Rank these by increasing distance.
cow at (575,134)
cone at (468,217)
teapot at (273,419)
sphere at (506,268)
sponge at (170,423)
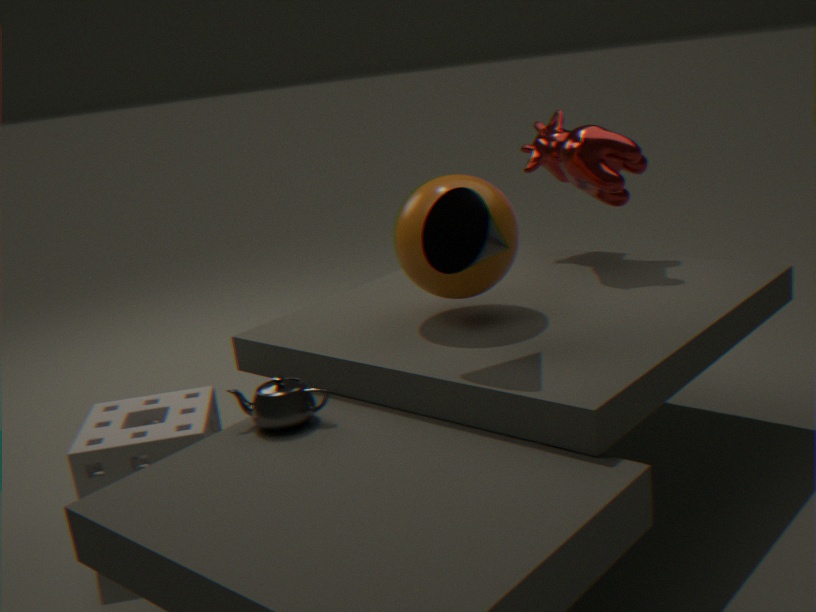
cone at (468,217) → teapot at (273,419) → sponge at (170,423) → sphere at (506,268) → cow at (575,134)
